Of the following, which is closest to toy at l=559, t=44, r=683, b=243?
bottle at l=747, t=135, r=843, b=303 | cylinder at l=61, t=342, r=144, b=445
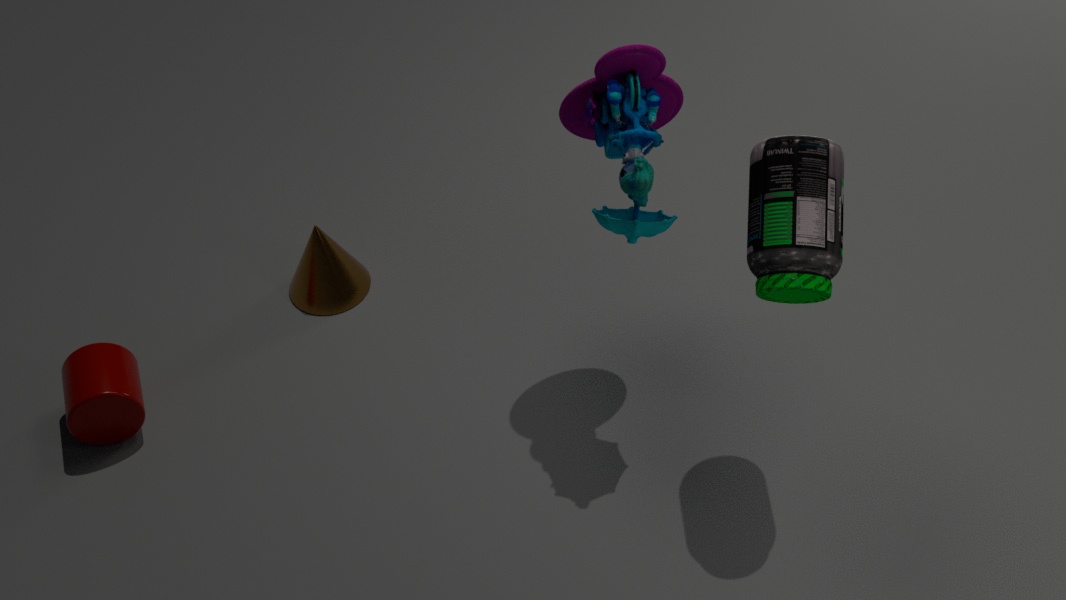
bottle at l=747, t=135, r=843, b=303
